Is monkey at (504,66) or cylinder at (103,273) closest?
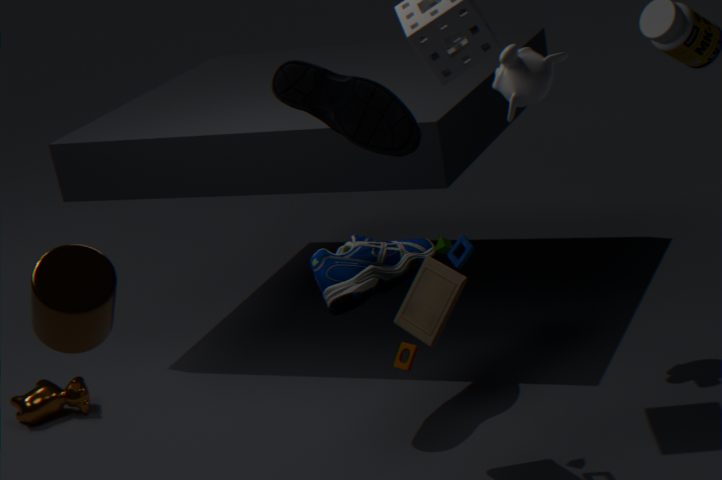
cylinder at (103,273)
